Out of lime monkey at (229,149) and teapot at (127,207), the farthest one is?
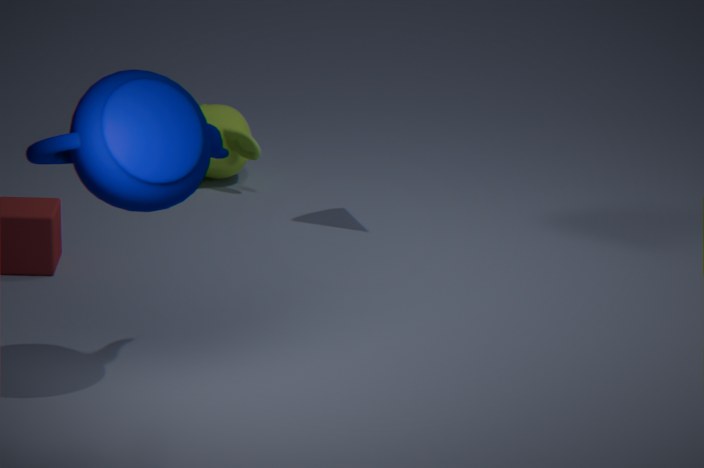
lime monkey at (229,149)
